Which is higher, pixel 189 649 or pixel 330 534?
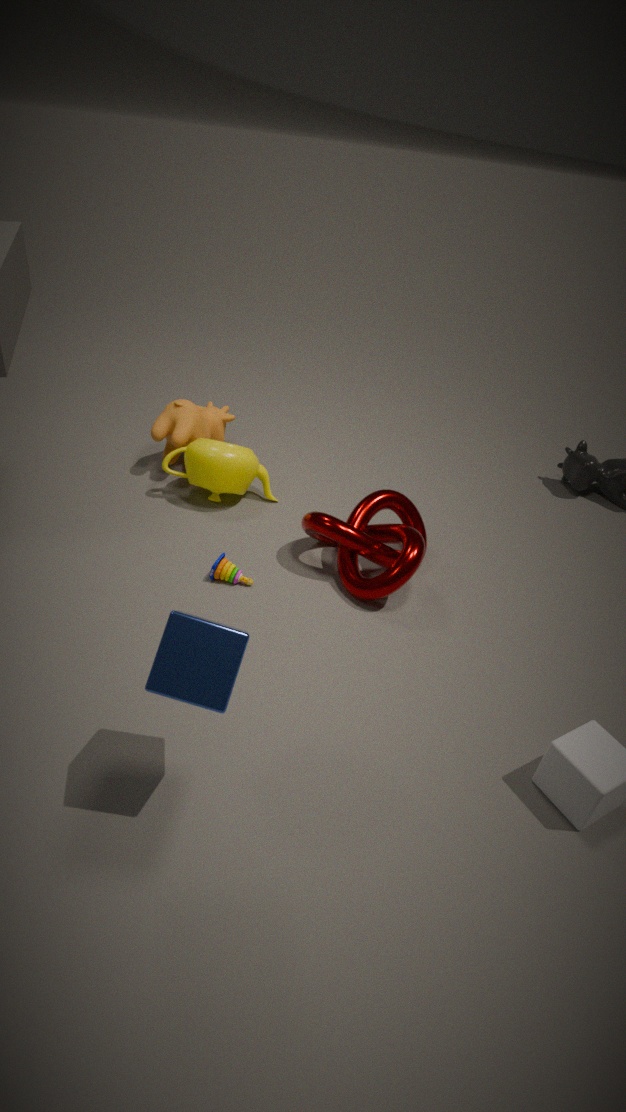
pixel 189 649
